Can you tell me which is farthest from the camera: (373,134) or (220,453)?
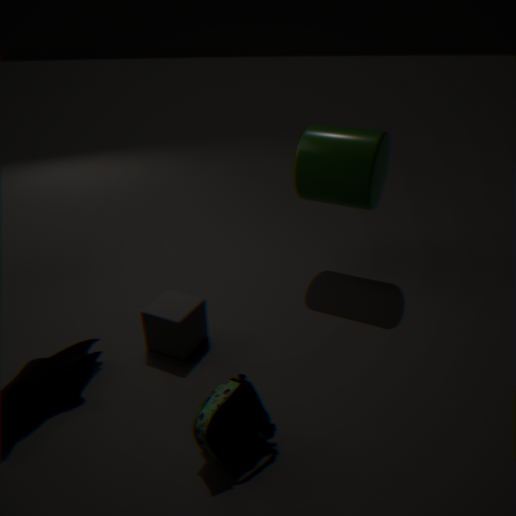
(373,134)
